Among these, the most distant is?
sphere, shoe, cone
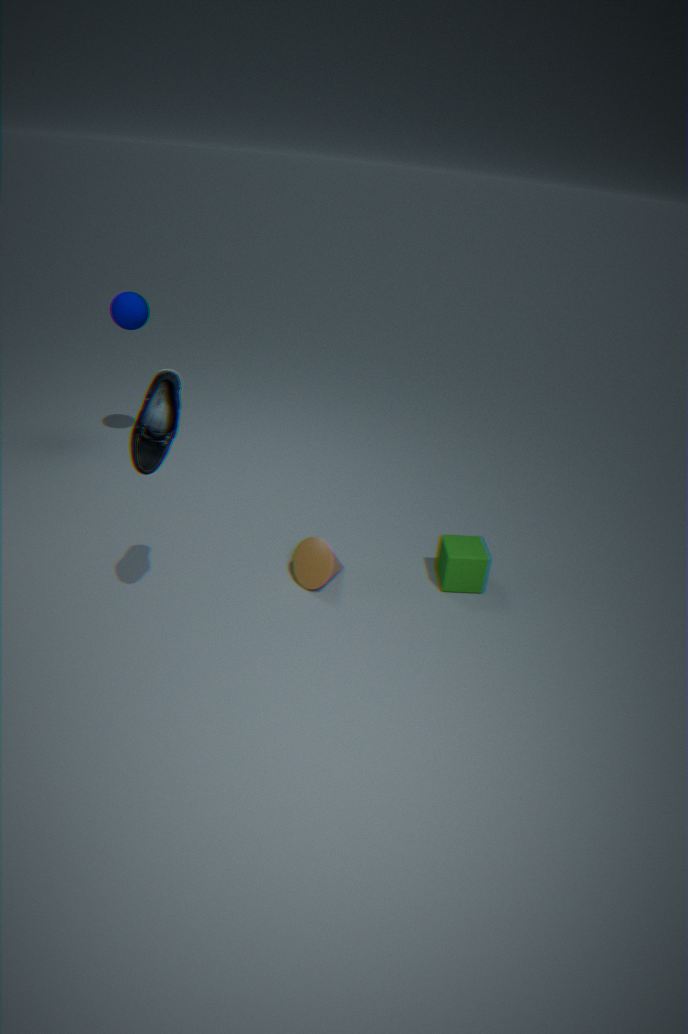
sphere
